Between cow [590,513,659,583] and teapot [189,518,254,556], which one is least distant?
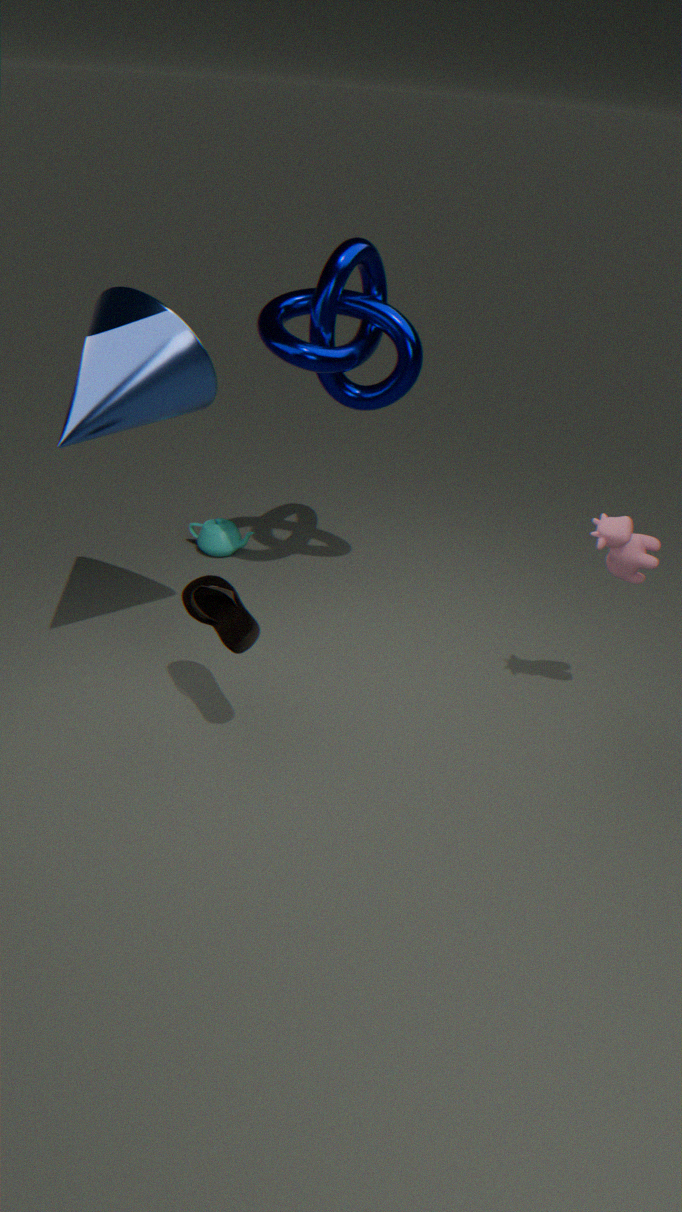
cow [590,513,659,583]
